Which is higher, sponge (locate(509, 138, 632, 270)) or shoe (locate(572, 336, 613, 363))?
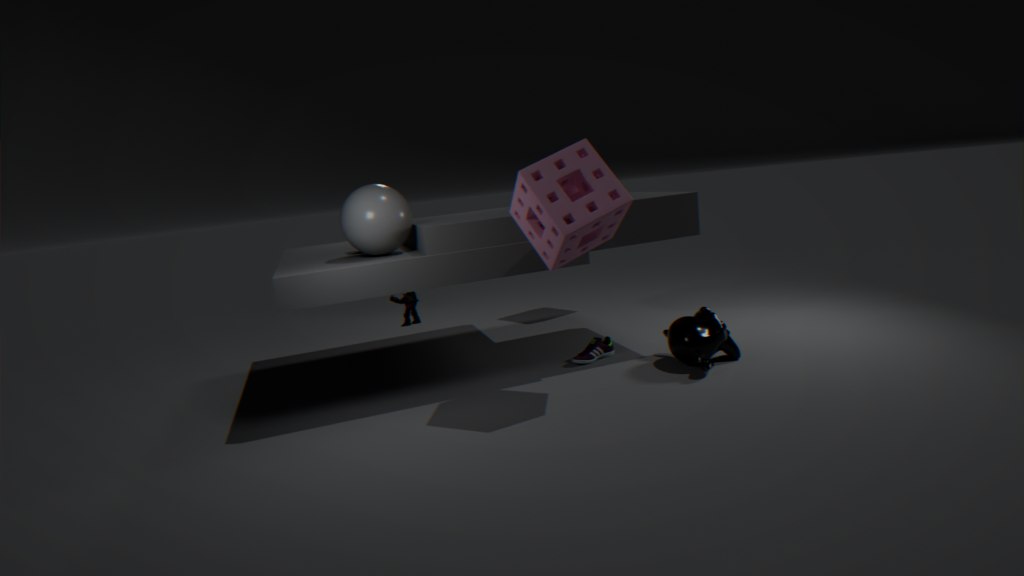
sponge (locate(509, 138, 632, 270))
